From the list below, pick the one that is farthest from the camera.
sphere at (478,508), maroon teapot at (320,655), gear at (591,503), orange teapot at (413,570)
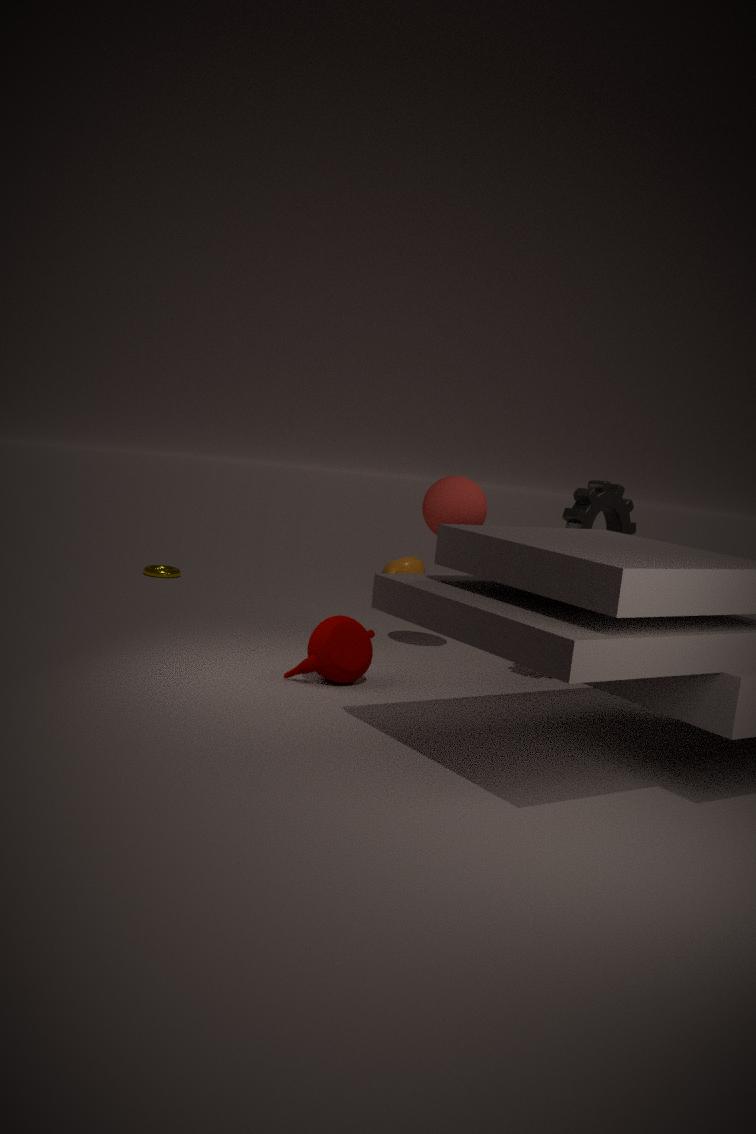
orange teapot at (413,570)
